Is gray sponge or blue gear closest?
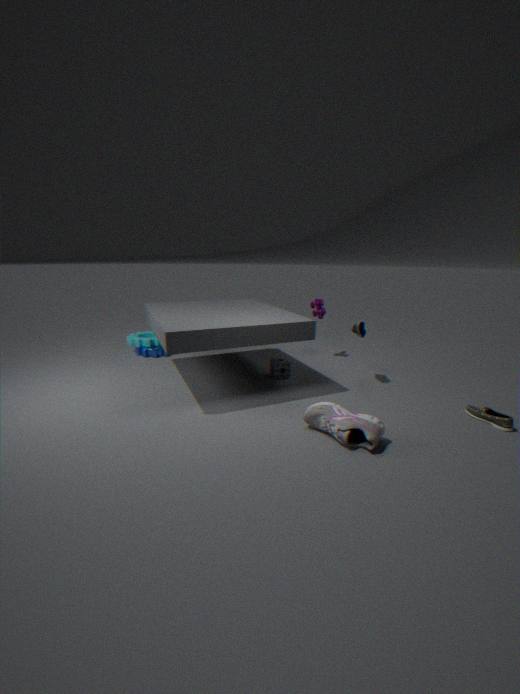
gray sponge
